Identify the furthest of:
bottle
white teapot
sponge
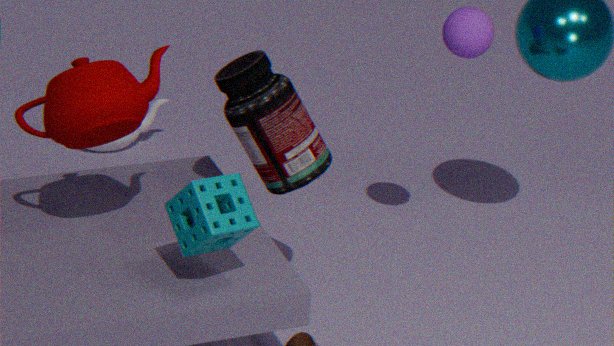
white teapot
